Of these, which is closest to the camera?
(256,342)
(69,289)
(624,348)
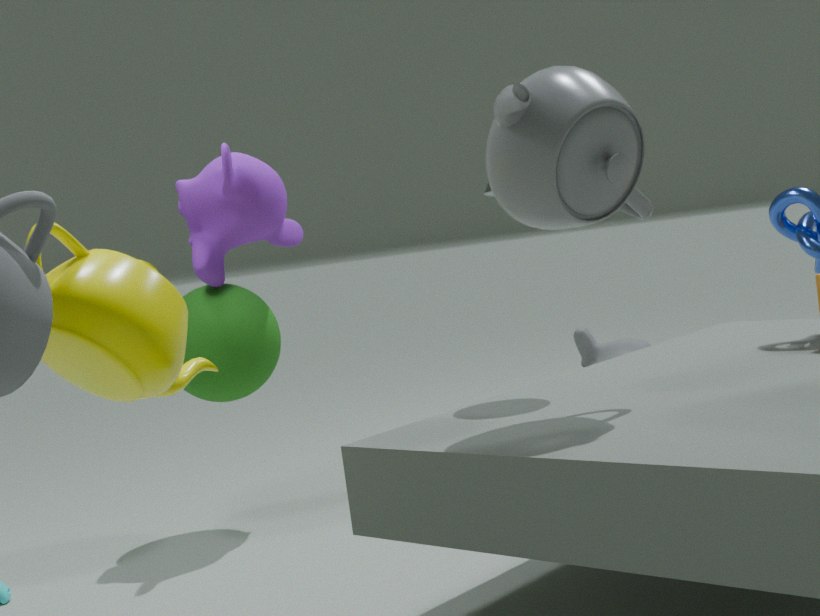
(69,289)
